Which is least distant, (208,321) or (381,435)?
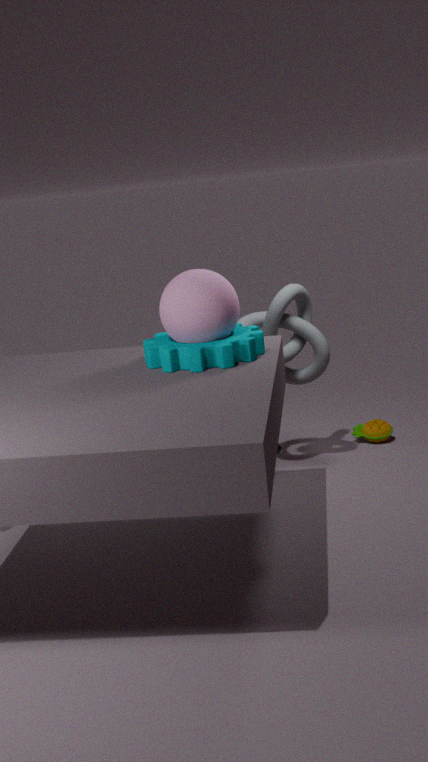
Answer: (208,321)
